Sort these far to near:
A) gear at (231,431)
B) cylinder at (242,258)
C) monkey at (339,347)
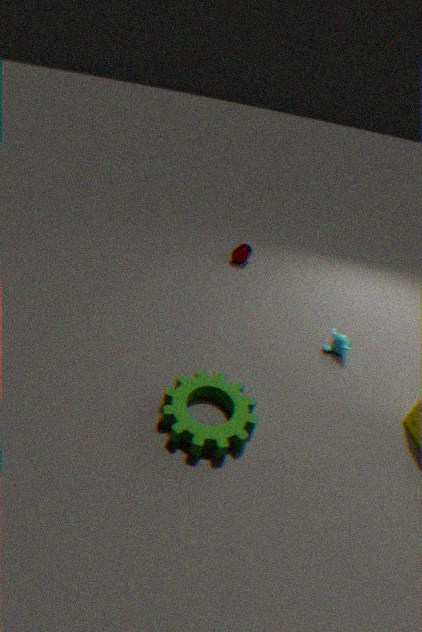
1. cylinder at (242,258)
2. monkey at (339,347)
3. gear at (231,431)
